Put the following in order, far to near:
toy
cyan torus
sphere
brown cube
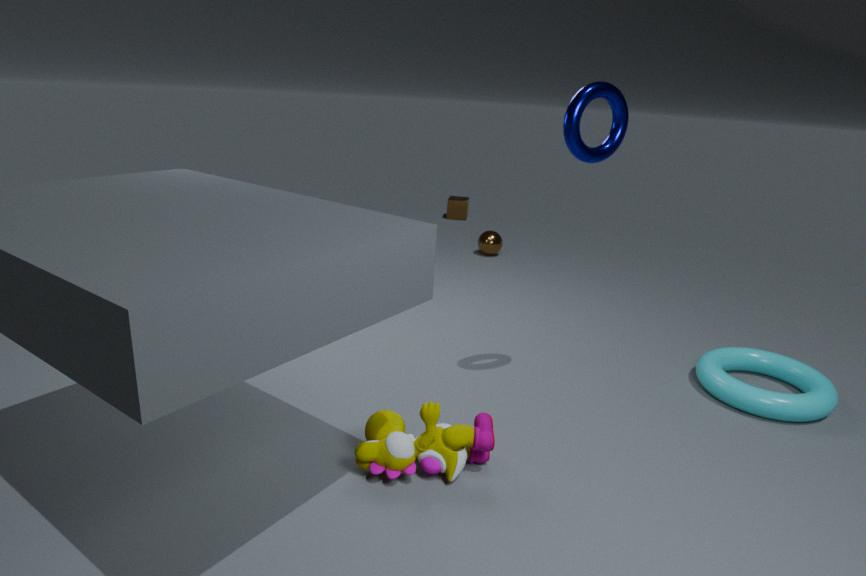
brown cube, sphere, cyan torus, toy
